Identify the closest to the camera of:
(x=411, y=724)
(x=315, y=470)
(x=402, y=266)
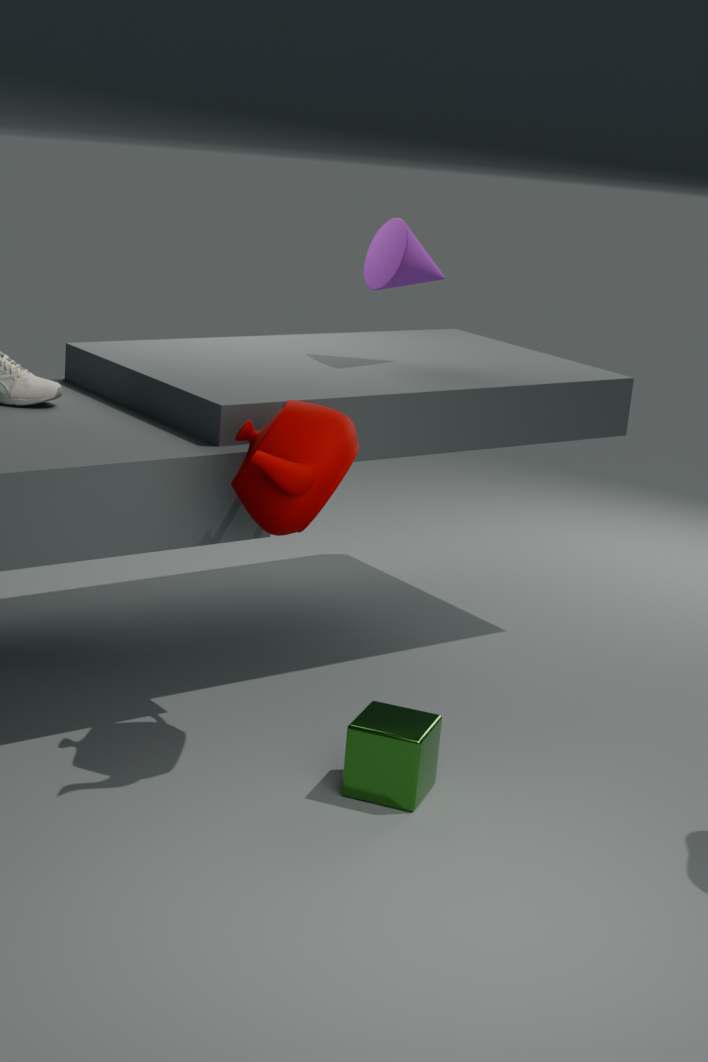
(x=315, y=470)
